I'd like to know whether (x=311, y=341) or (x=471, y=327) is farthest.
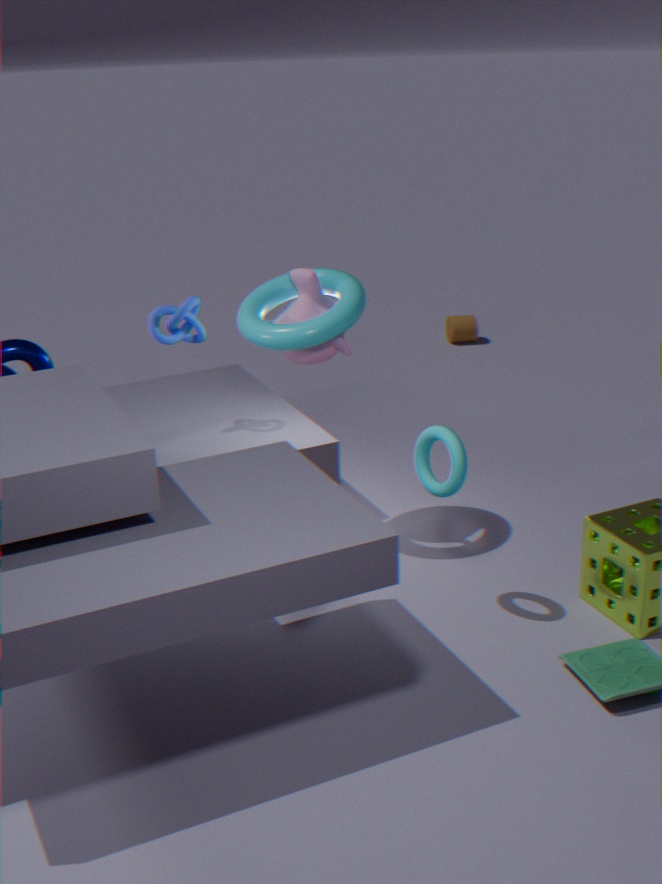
(x=471, y=327)
